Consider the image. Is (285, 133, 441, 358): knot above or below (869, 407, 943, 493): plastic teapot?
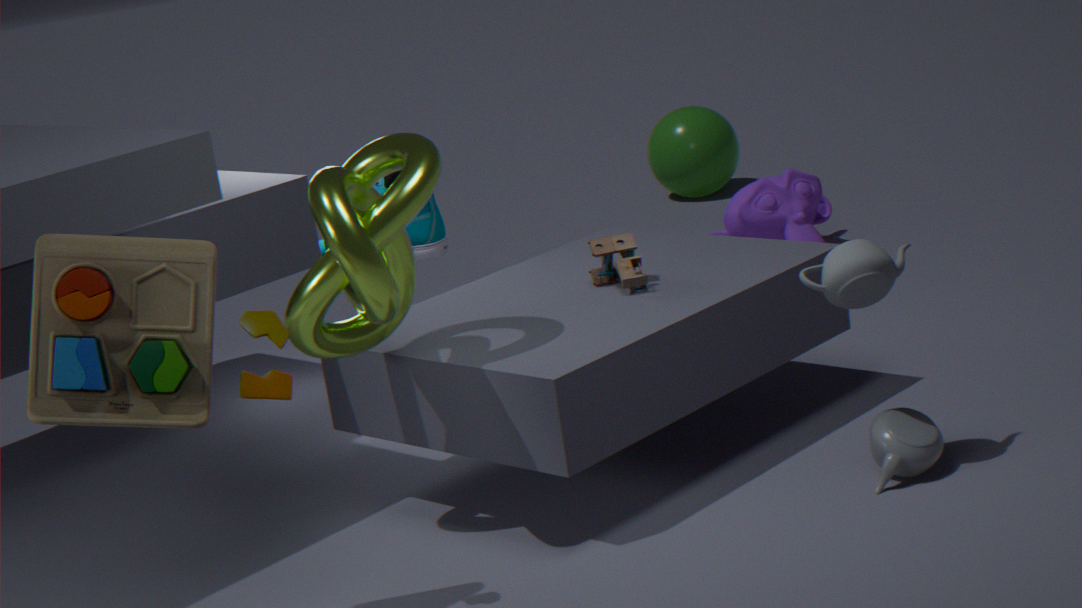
above
